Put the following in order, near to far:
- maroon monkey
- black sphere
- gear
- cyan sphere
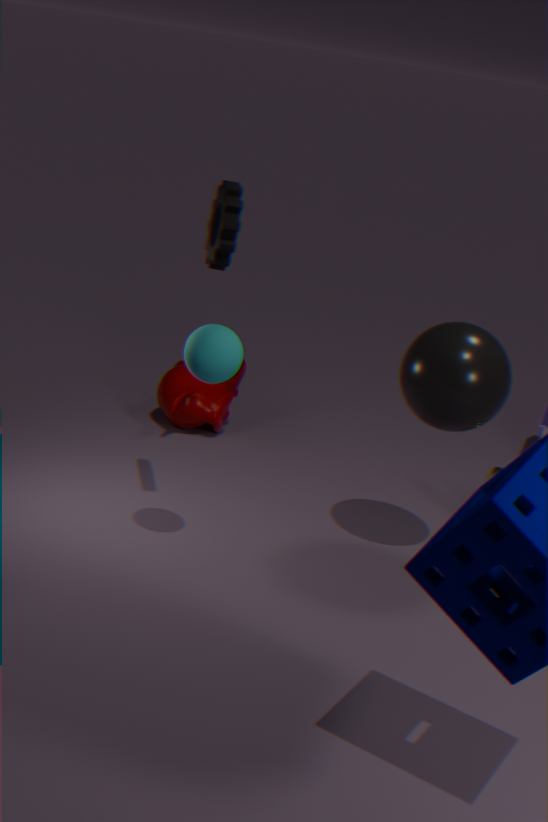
cyan sphere
gear
black sphere
maroon monkey
